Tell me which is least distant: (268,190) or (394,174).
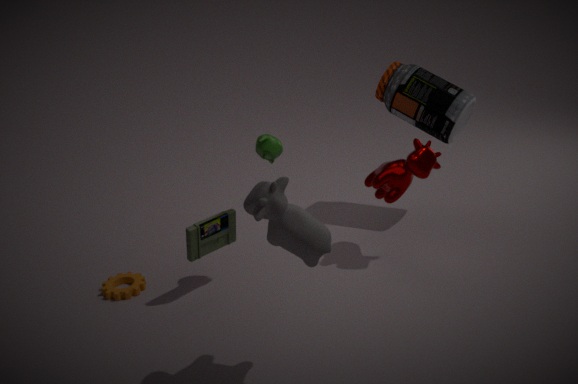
(268,190)
